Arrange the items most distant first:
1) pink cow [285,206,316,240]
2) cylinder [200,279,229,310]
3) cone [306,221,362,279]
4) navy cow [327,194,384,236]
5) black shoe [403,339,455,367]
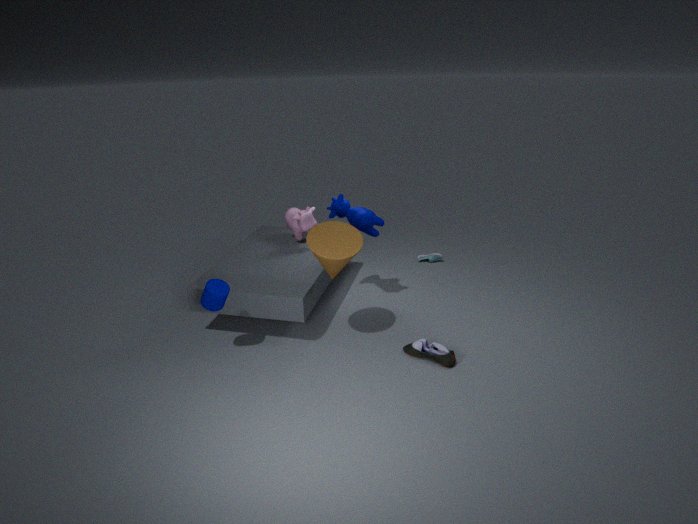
1. pink cow [285,206,316,240] → 4. navy cow [327,194,384,236] → 5. black shoe [403,339,455,367] → 2. cylinder [200,279,229,310] → 3. cone [306,221,362,279]
